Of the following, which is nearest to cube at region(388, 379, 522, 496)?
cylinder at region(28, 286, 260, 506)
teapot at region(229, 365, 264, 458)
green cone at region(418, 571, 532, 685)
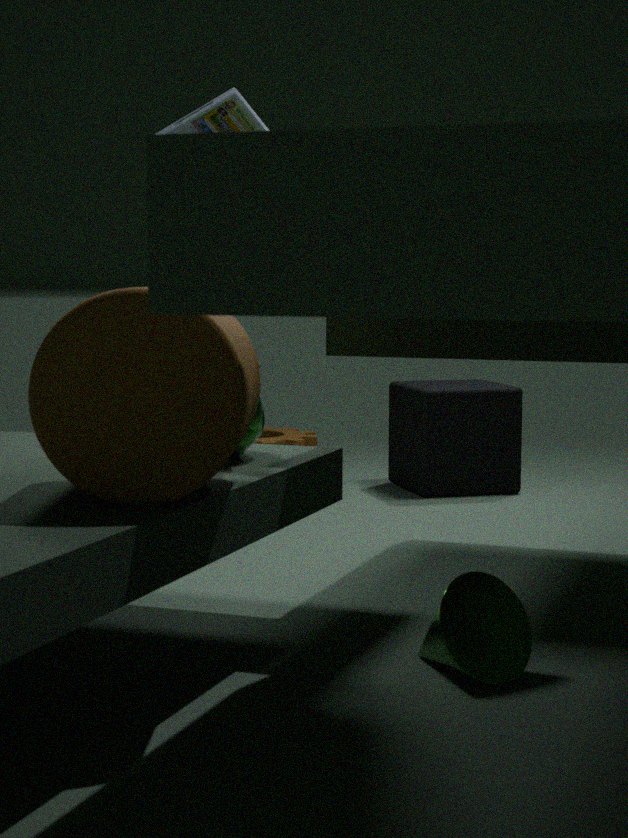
→ teapot at region(229, 365, 264, 458)
